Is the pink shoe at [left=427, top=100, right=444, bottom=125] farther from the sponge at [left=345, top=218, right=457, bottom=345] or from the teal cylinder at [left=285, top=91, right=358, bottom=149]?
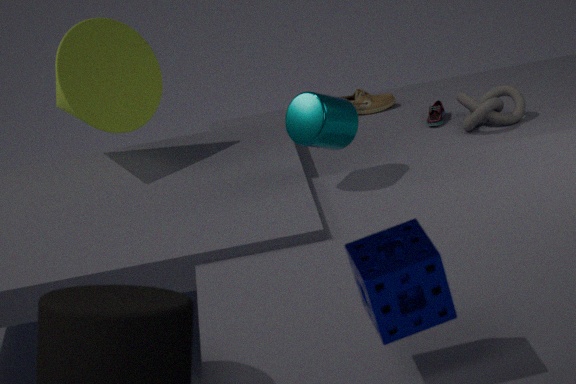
the sponge at [left=345, top=218, right=457, bottom=345]
